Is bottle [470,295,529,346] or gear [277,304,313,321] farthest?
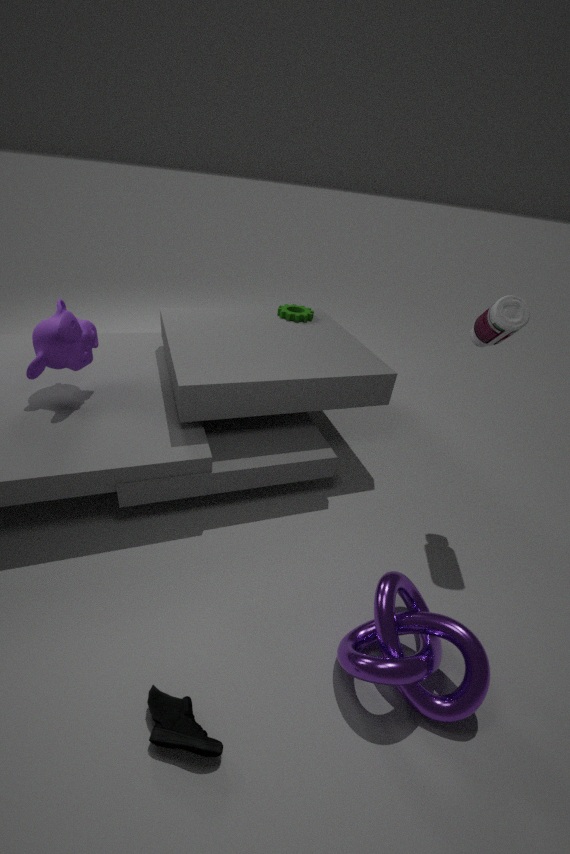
gear [277,304,313,321]
